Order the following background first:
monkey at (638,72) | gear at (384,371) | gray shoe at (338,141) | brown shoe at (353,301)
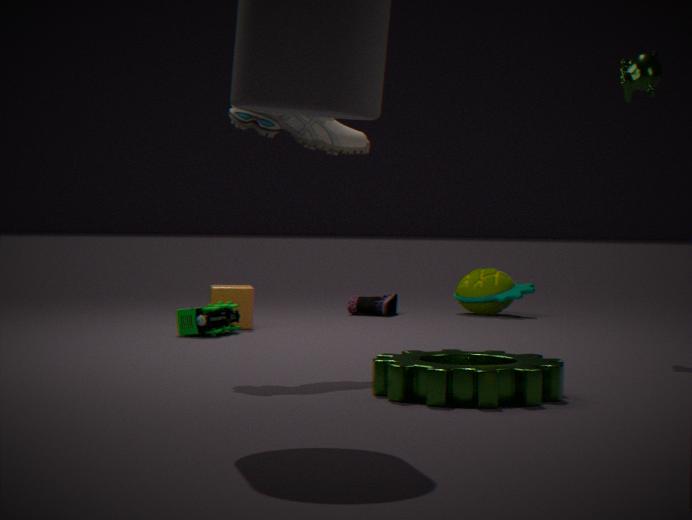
brown shoe at (353,301)
monkey at (638,72)
gray shoe at (338,141)
gear at (384,371)
